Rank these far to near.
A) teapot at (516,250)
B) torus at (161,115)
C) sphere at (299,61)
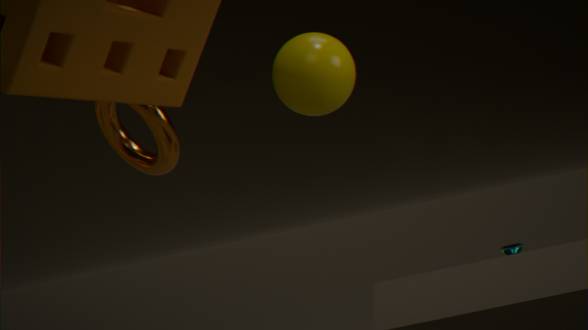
A. teapot at (516,250)
B. torus at (161,115)
C. sphere at (299,61)
